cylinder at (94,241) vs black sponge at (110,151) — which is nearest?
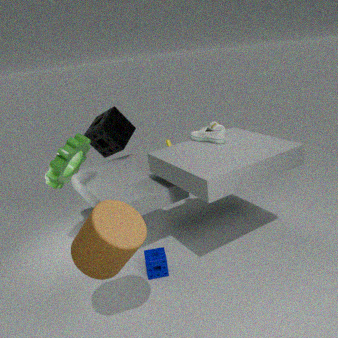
cylinder at (94,241)
